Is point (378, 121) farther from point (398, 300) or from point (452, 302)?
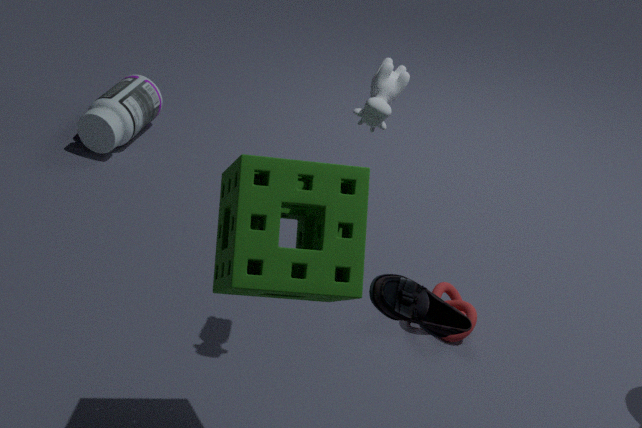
point (452, 302)
